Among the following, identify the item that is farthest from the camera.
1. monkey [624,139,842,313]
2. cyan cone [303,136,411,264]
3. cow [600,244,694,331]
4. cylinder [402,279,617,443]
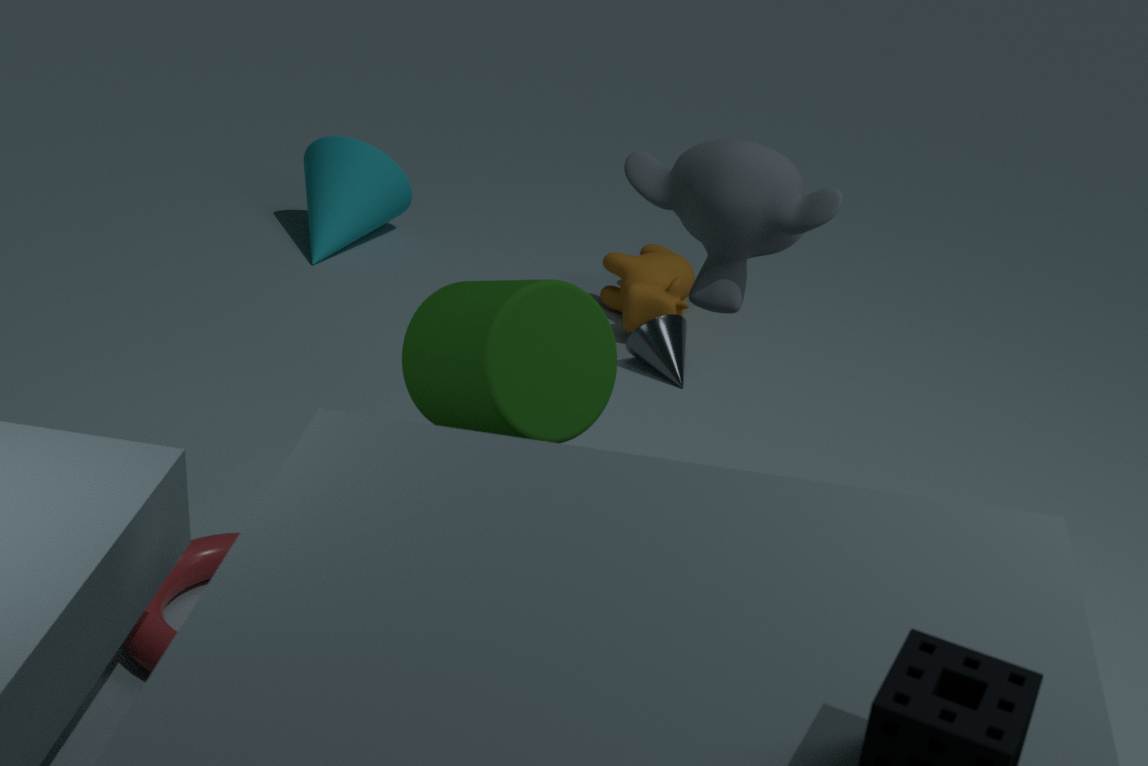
cyan cone [303,136,411,264]
